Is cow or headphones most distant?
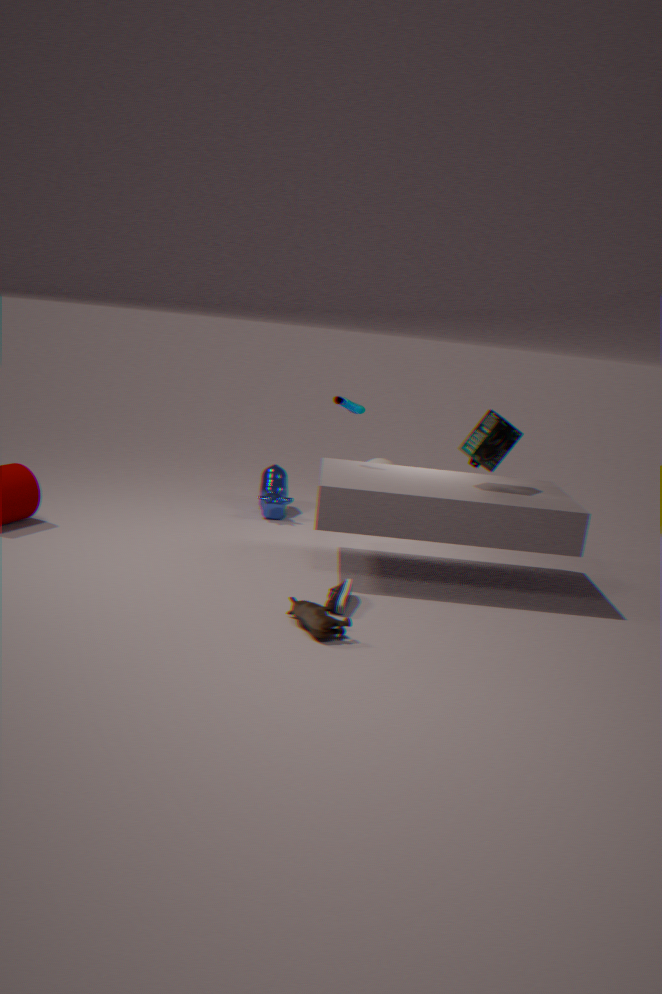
cow
